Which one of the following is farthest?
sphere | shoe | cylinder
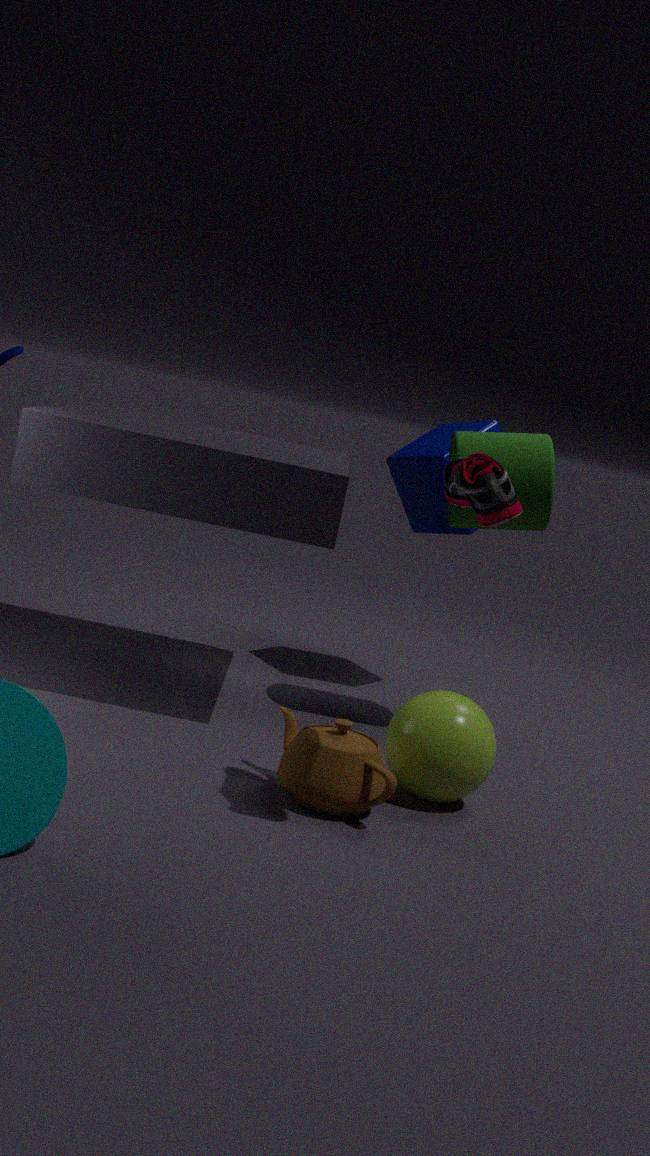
cylinder
